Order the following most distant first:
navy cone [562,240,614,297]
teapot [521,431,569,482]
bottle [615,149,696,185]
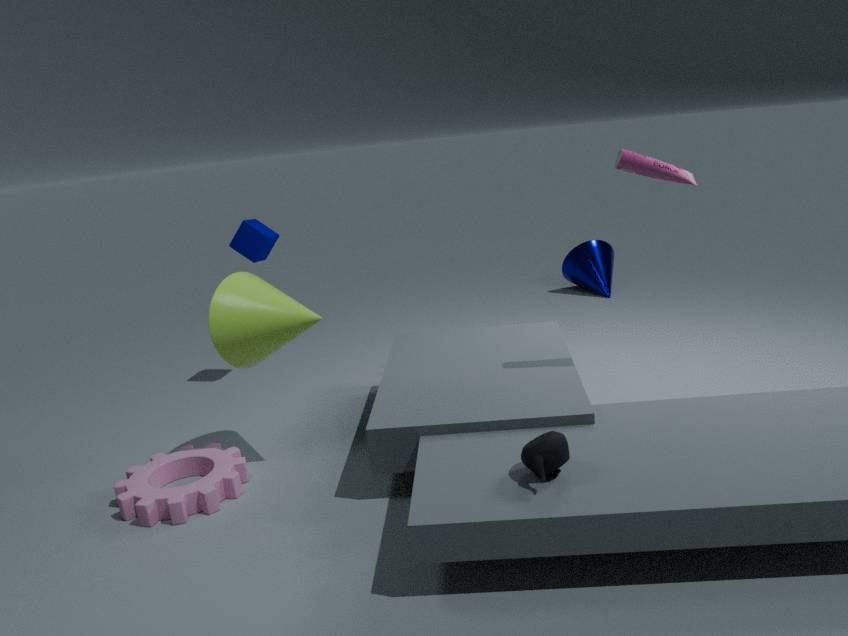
1. navy cone [562,240,614,297]
2. bottle [615,149,696,185]
3. teapot [521,431,569,482]
